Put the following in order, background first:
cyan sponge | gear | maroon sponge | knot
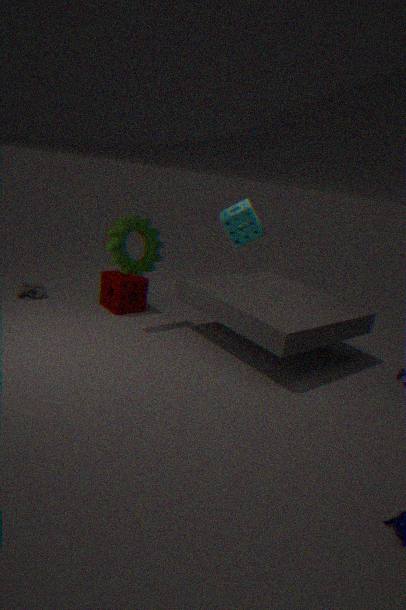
cyan sponge
knot
maroon sponge
gear
